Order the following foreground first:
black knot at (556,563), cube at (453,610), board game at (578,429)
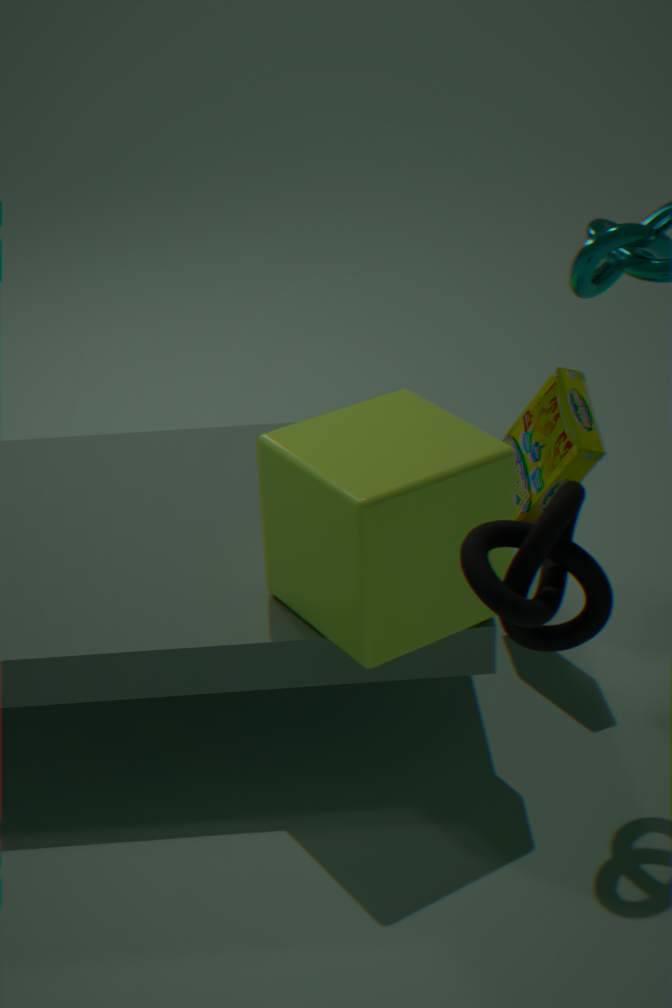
black knot at (556,563), cube at (453,610), board game at (578,429)
